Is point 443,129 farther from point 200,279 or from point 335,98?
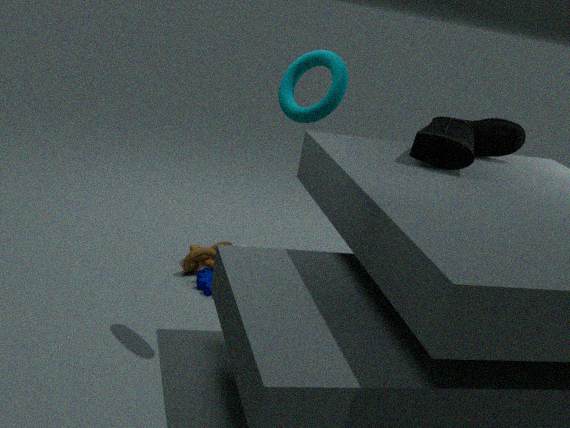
point 200,279
